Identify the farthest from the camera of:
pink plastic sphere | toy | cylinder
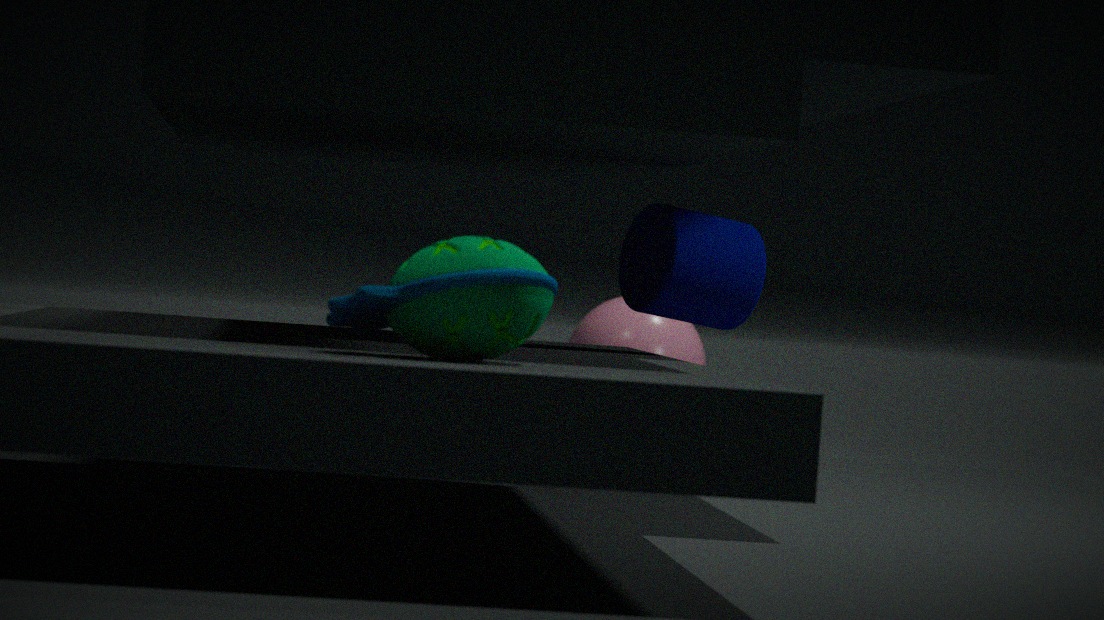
pink plastic sphere
